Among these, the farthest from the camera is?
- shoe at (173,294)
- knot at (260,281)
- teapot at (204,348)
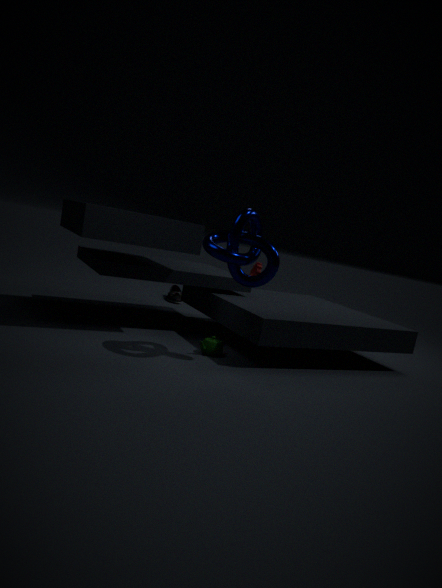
shoe at (173,294)
